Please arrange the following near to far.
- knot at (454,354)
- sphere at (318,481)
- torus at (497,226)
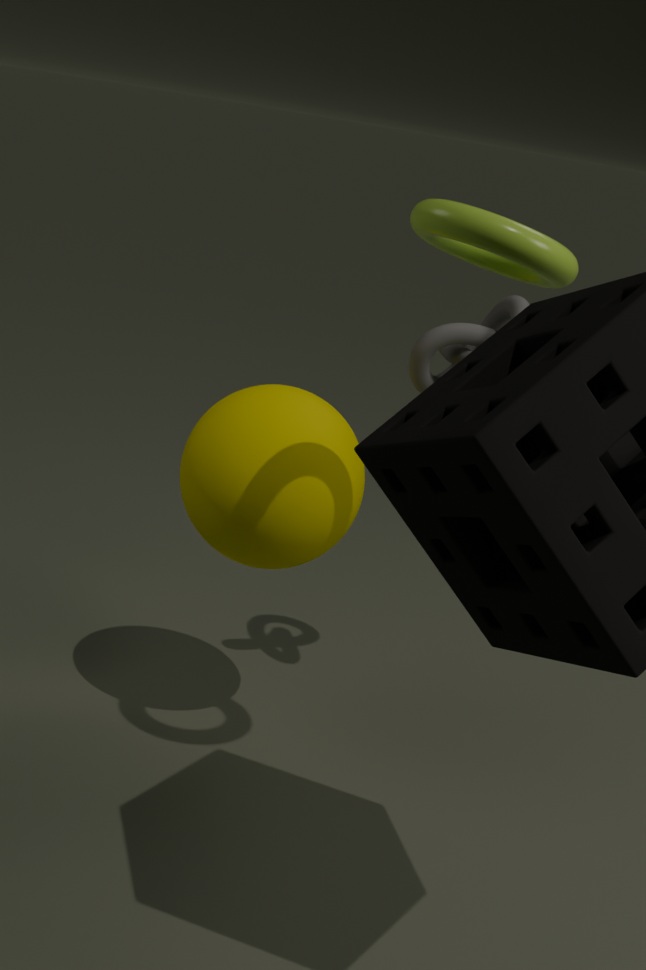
torus at (497,226) → sphere at (318,481) → knot at (454,354)
